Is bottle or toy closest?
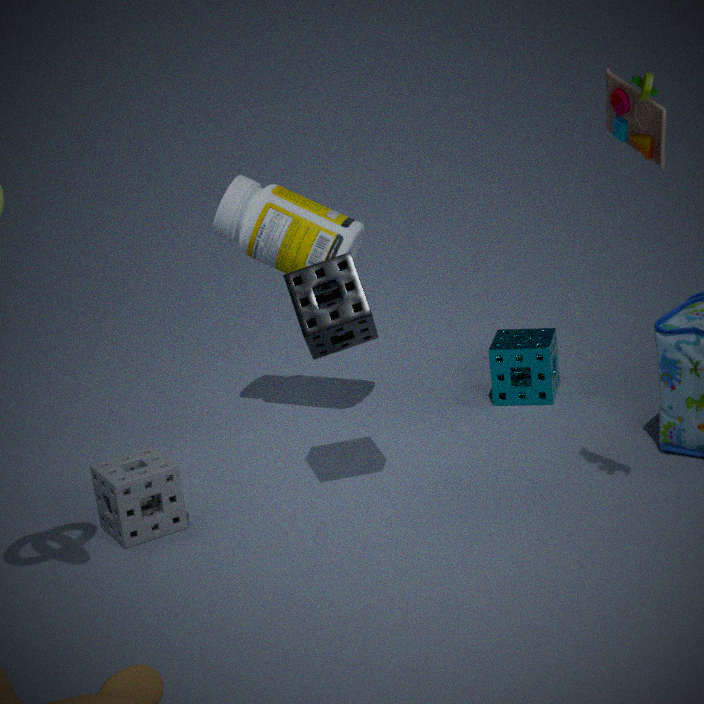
toy
